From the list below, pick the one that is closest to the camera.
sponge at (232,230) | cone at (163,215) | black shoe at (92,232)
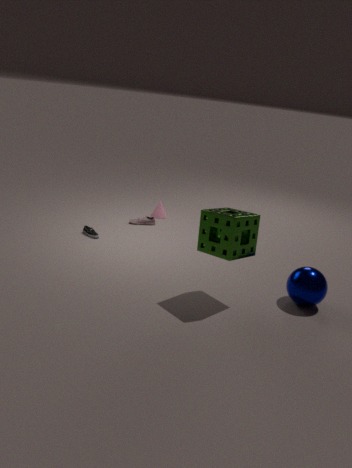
sponge at (232,230)
